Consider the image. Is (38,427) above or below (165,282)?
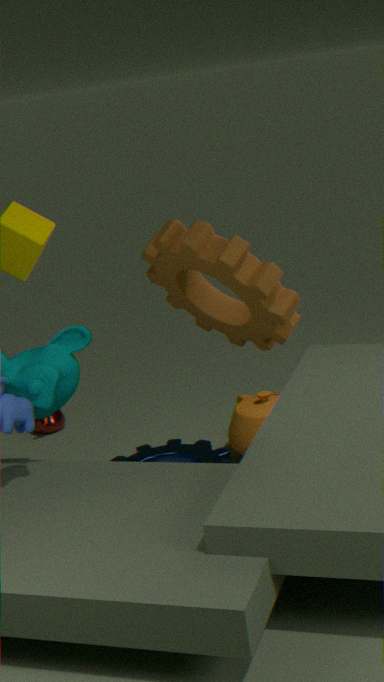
below
